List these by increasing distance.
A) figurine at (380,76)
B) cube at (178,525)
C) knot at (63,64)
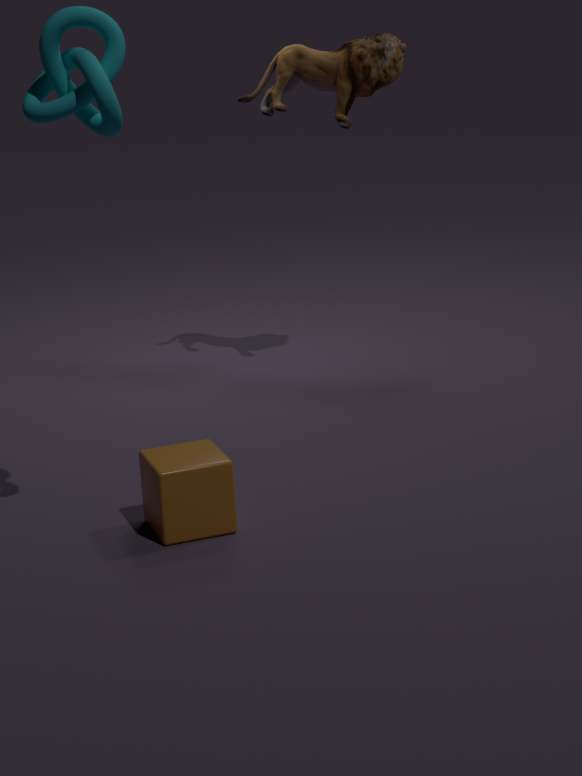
1. C. knot at (63,64)
2. B. cube at (178,525)
3. A. figurine at (380,76)
